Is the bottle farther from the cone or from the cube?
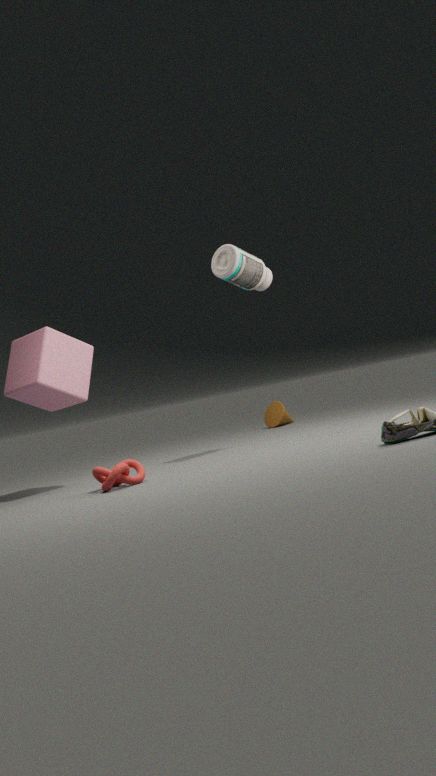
the cone
